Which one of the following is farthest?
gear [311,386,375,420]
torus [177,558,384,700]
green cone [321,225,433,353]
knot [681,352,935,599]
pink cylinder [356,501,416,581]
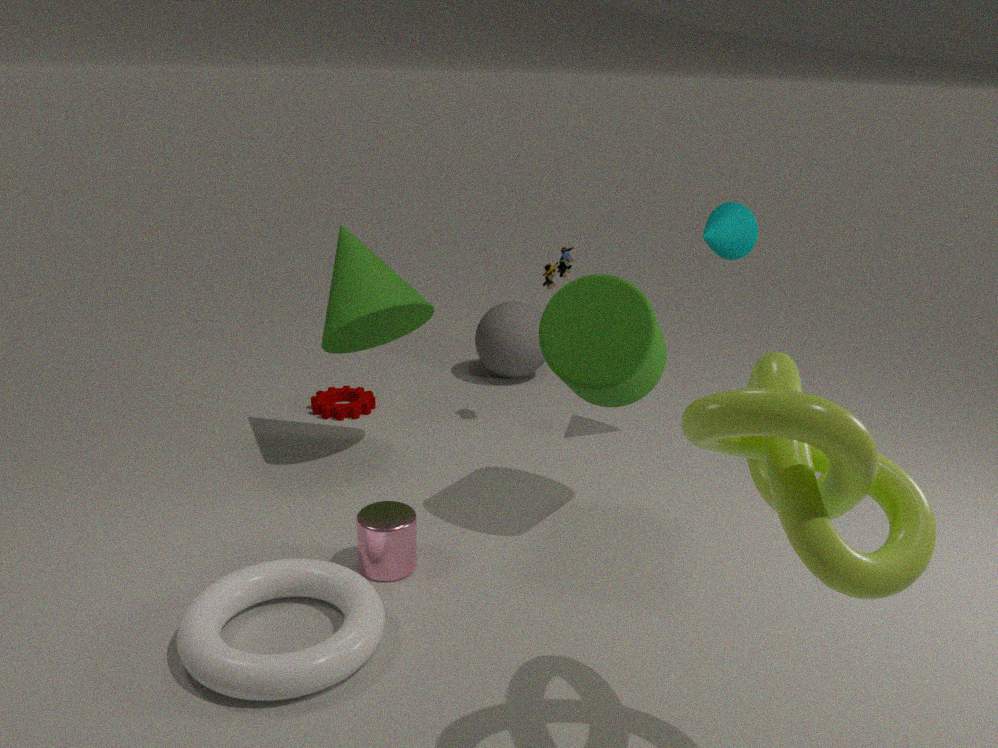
gear [311,386,375,420]
